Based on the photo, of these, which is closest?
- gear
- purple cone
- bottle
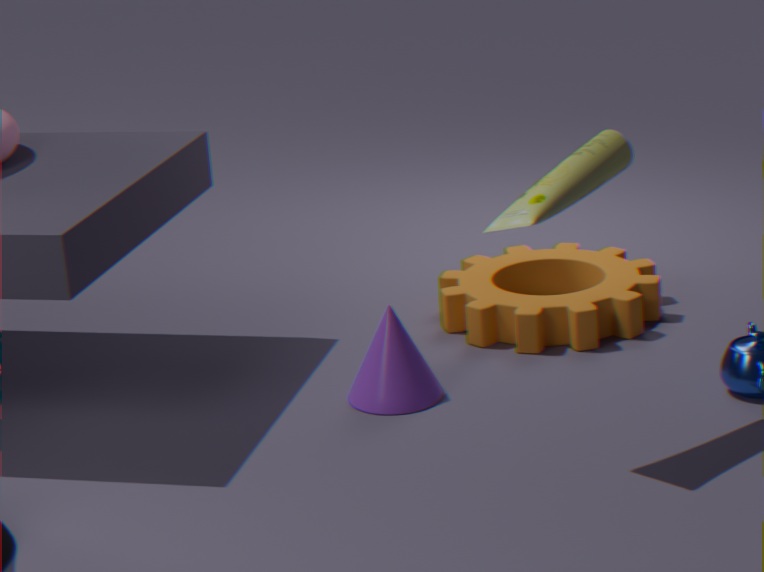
bottle
